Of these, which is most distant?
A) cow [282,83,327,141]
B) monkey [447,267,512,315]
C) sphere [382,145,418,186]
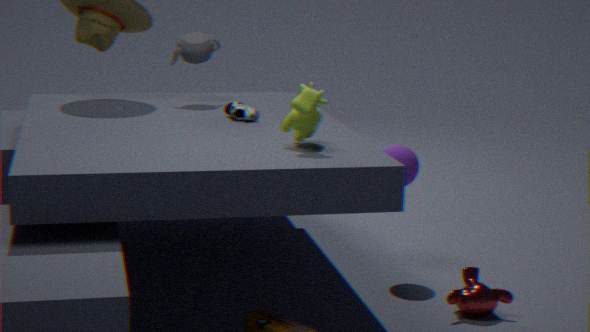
sphere [382,145,418,186]
